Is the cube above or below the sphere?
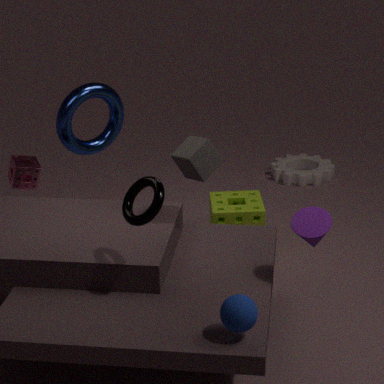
above
